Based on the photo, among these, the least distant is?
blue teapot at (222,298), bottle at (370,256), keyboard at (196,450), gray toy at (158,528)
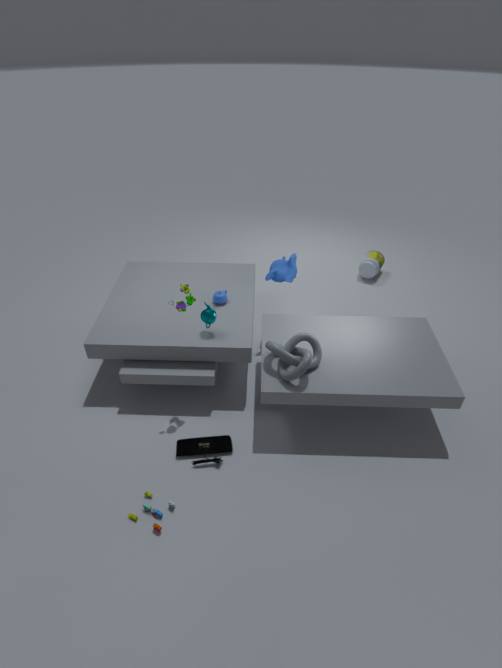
gray toy at (158,528)
